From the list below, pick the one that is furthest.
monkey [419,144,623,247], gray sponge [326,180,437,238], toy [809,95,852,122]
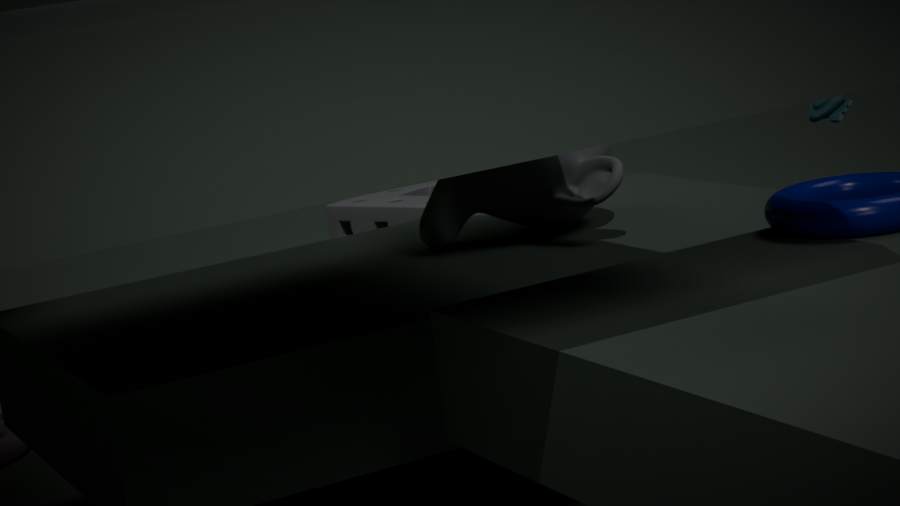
gray sponge [326,180,437,238]
